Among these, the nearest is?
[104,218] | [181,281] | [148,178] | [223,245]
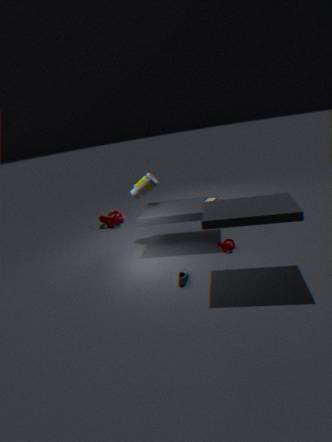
[181,281]
